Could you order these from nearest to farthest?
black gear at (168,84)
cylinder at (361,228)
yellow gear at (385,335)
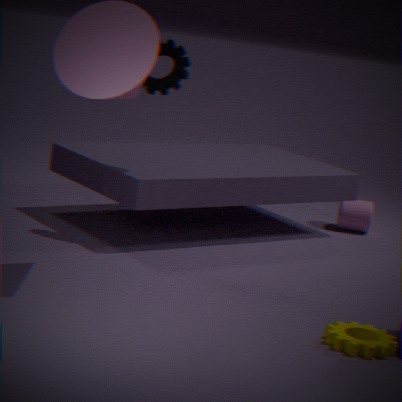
yellow gear at (385,335) → black gear at (168,84) → cylinder at (361,228)
